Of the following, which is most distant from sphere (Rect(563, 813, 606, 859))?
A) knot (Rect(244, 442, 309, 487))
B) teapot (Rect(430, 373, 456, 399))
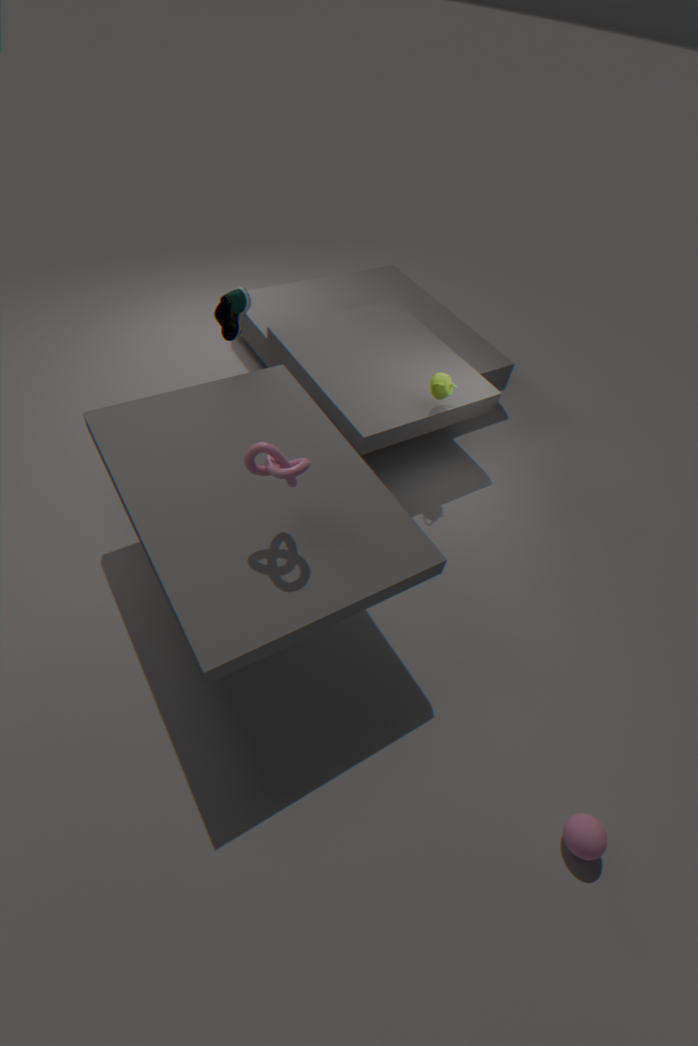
teapot (Rect(430, 373, 456, 399))
